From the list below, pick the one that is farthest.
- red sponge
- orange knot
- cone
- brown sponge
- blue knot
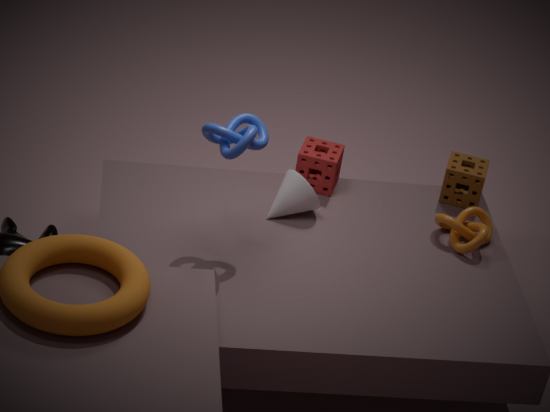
brown sponge
